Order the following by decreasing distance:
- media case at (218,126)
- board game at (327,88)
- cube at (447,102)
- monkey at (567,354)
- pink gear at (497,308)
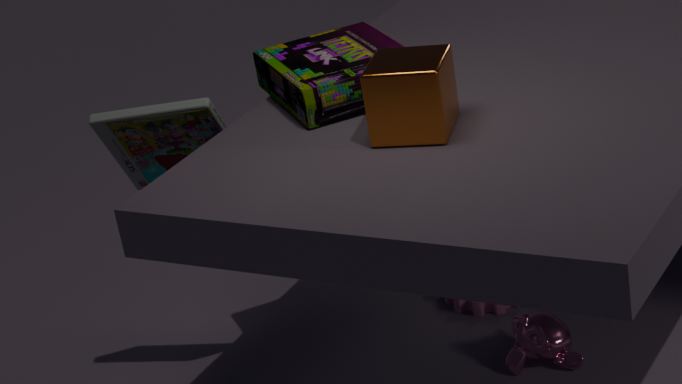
1. pink gear at (497,308)
2. monkey at (567,354)
3. media case at (218,126)
4. board game at (327,88)
5. cube at (447,102)
